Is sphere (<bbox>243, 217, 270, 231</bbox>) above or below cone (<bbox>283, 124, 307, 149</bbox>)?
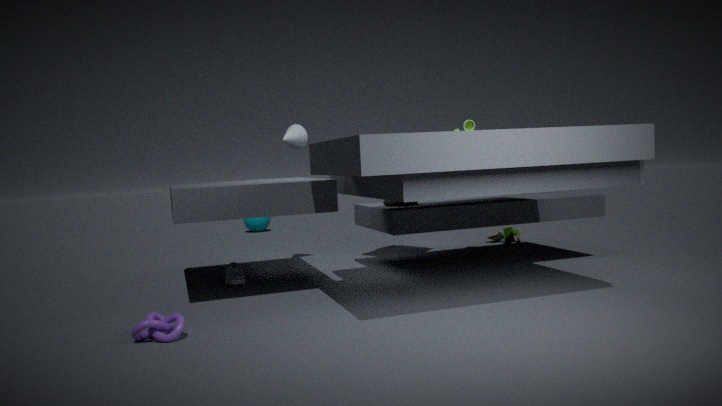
below
